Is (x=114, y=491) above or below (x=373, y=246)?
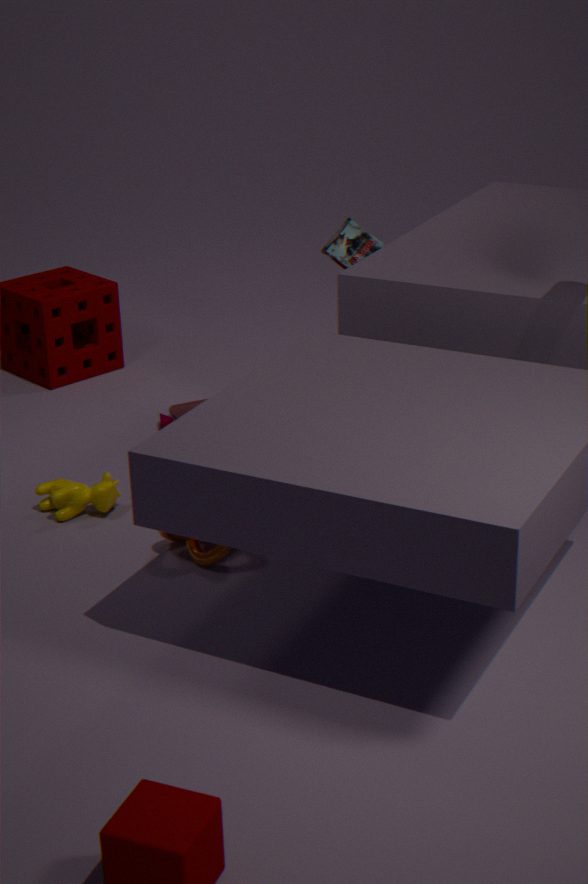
below
